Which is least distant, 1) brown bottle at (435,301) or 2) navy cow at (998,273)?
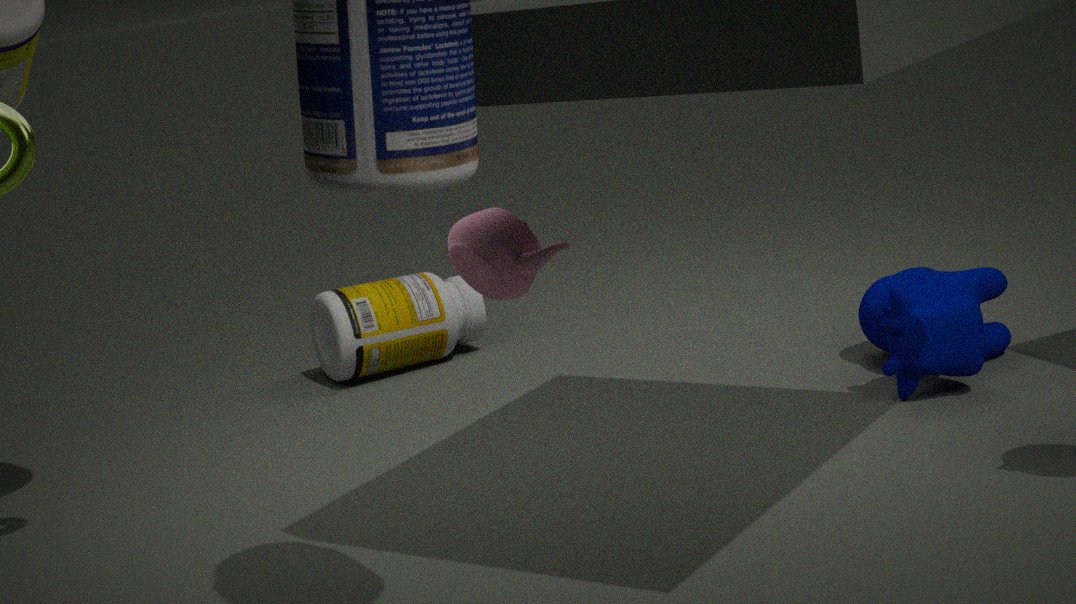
2. navy cow at (998,273)
